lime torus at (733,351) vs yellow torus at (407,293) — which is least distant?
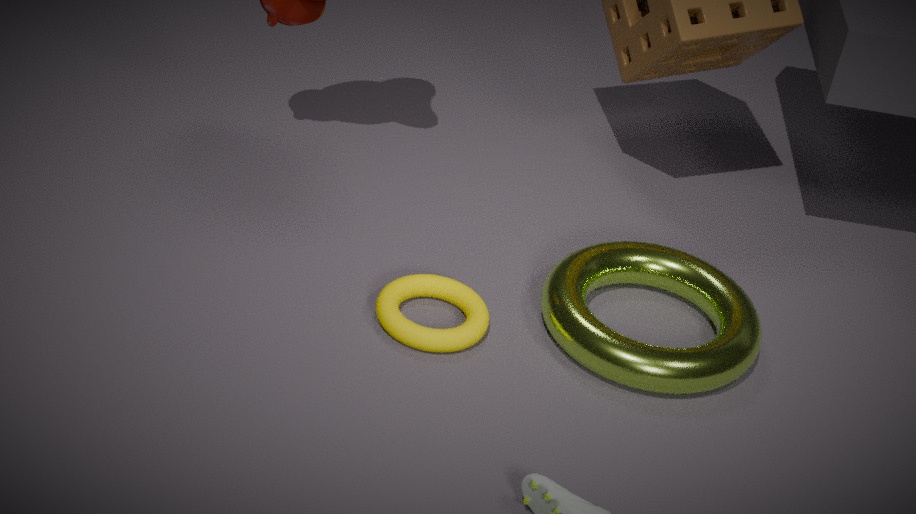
lime torus at (733,351)
